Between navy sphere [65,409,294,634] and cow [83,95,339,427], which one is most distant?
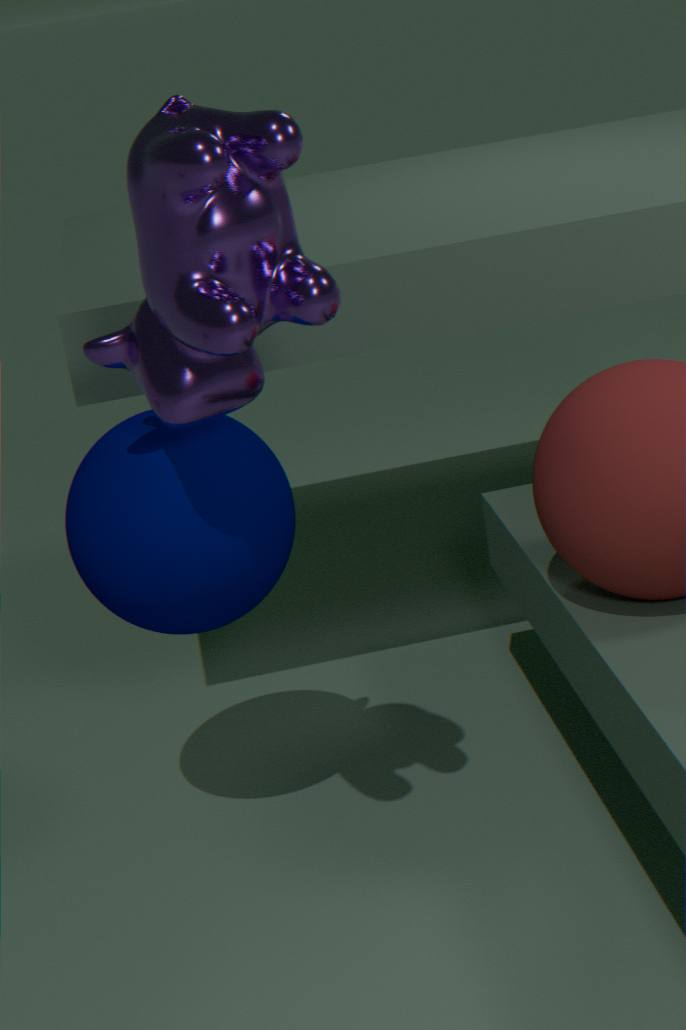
navy sphere [65,409,294,634]
